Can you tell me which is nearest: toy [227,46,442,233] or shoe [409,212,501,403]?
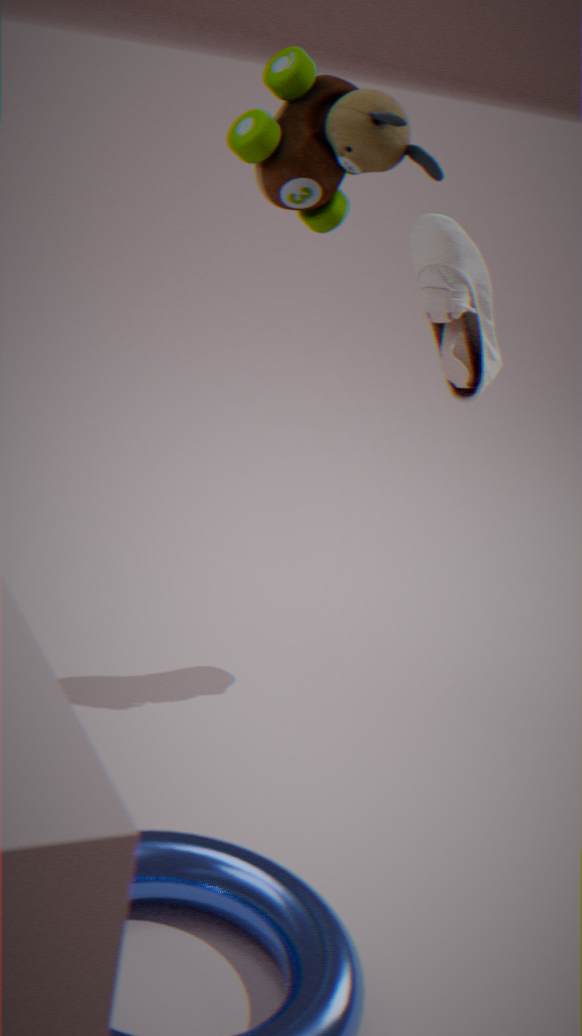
toy [227,46,442,233]
